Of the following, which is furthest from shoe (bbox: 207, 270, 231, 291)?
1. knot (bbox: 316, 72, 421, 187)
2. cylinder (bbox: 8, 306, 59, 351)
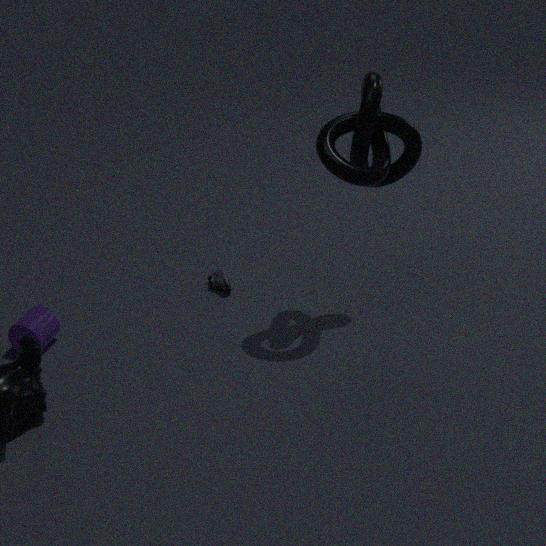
knot (bbox: 316, 72, 421, 187)
